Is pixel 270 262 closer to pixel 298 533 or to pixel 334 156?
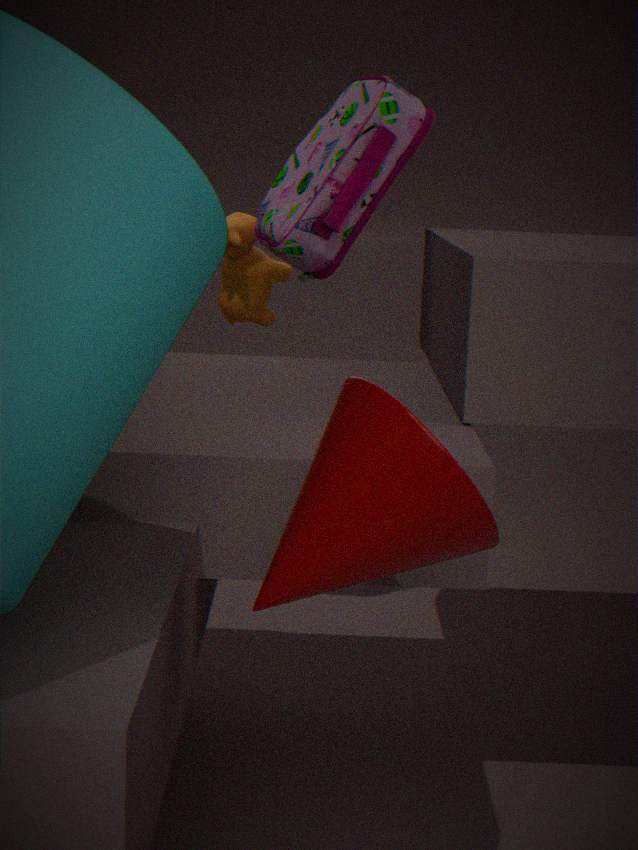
pixel 334 156
